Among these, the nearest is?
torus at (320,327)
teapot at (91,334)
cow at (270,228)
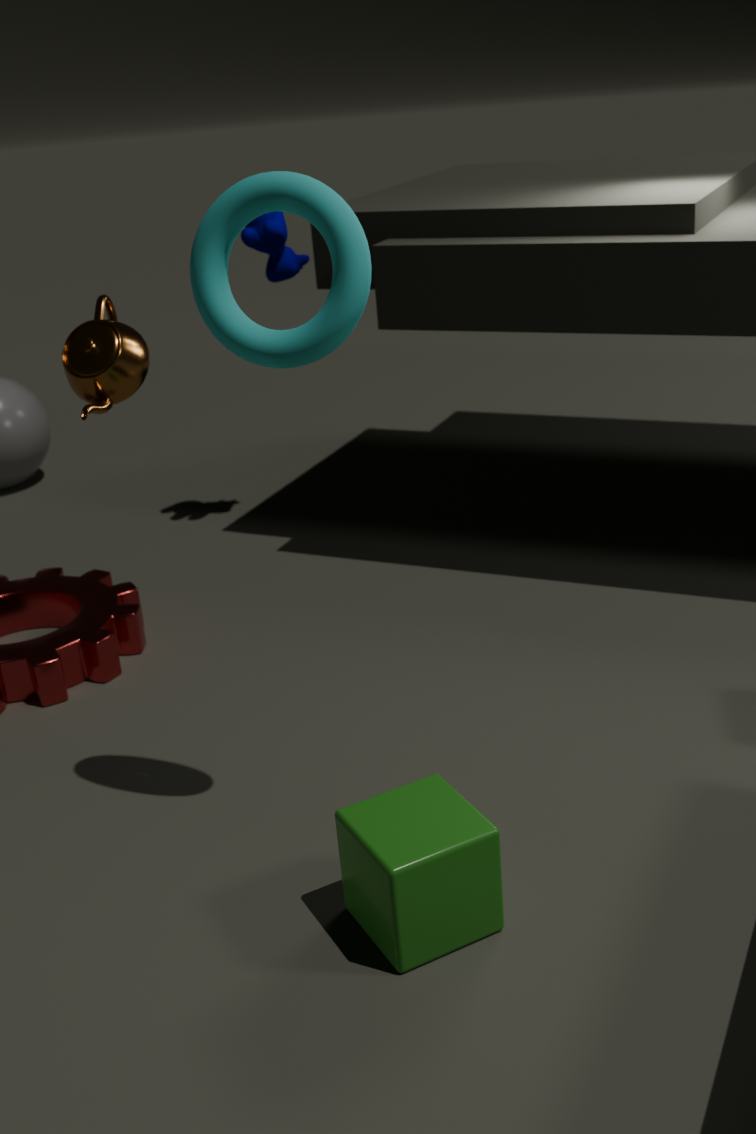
torus at (320,327)
